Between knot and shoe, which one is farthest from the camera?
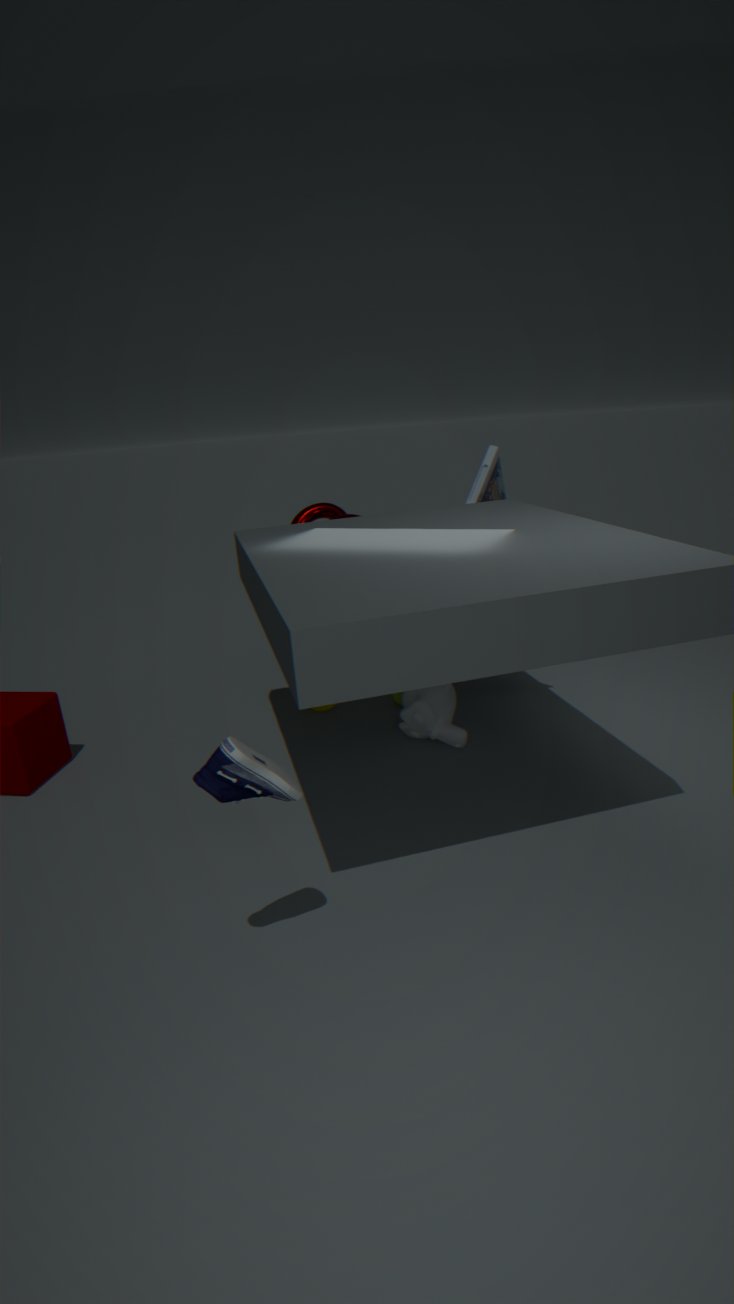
knot
